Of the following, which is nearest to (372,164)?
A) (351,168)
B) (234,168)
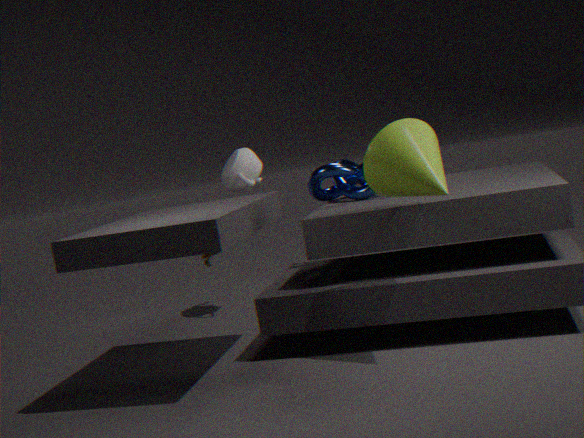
(351,168)
